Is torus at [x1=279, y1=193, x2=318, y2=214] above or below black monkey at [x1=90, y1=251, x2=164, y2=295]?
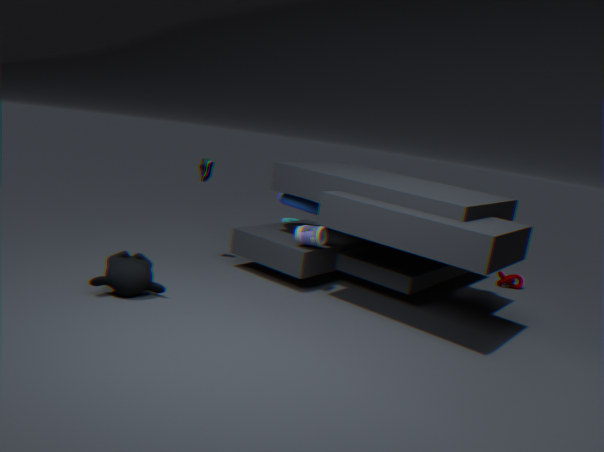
above
